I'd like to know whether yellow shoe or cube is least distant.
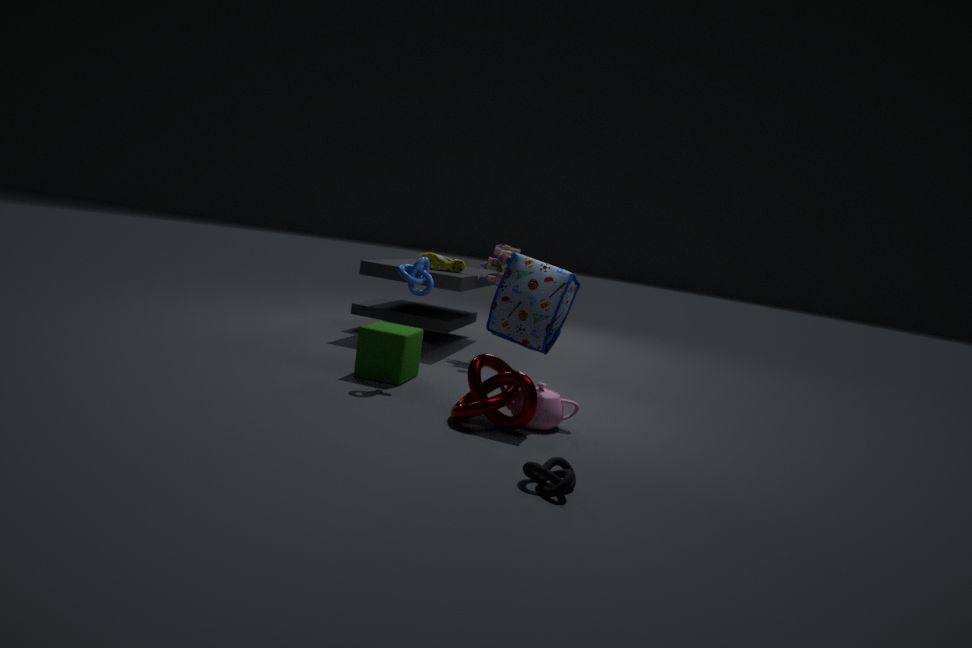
cube
